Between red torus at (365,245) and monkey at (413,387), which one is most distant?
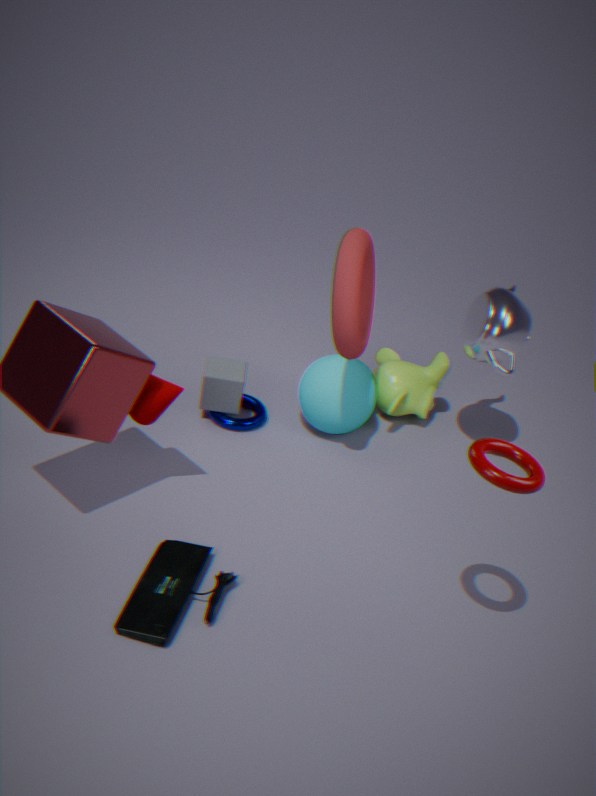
monkey at (413,387)
